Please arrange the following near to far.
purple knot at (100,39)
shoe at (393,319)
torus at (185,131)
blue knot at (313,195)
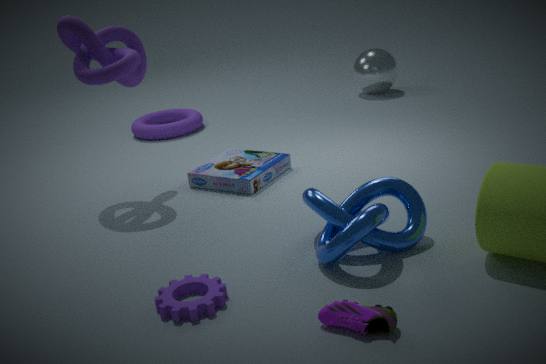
shoe at (393,319), blue knot at (313,195), purple knot at (100,39), torus at (185,131)
